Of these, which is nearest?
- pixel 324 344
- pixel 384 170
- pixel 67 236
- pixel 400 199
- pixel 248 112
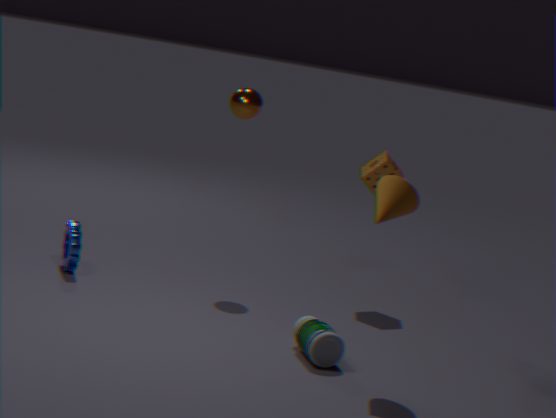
pixel 400 199
